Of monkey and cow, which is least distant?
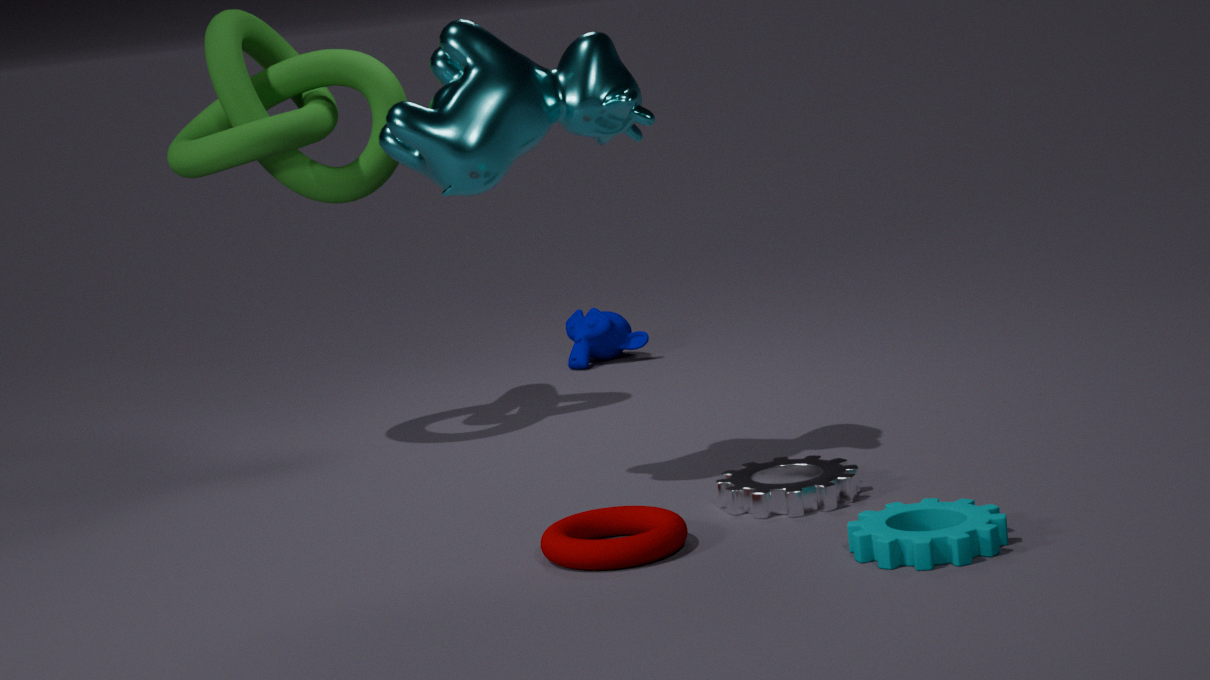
cow
